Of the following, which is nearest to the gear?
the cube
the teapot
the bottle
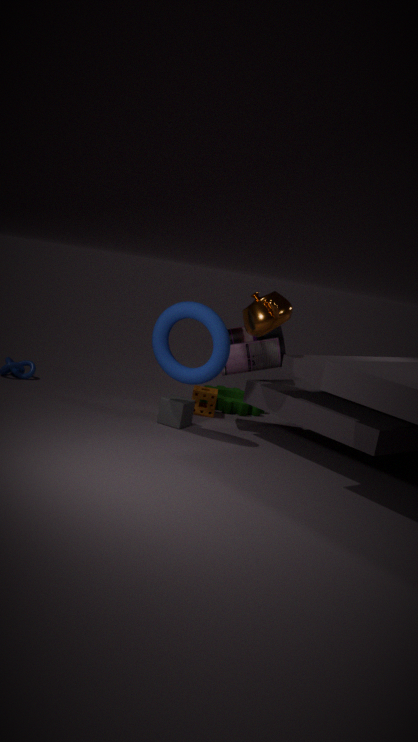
the bottle
